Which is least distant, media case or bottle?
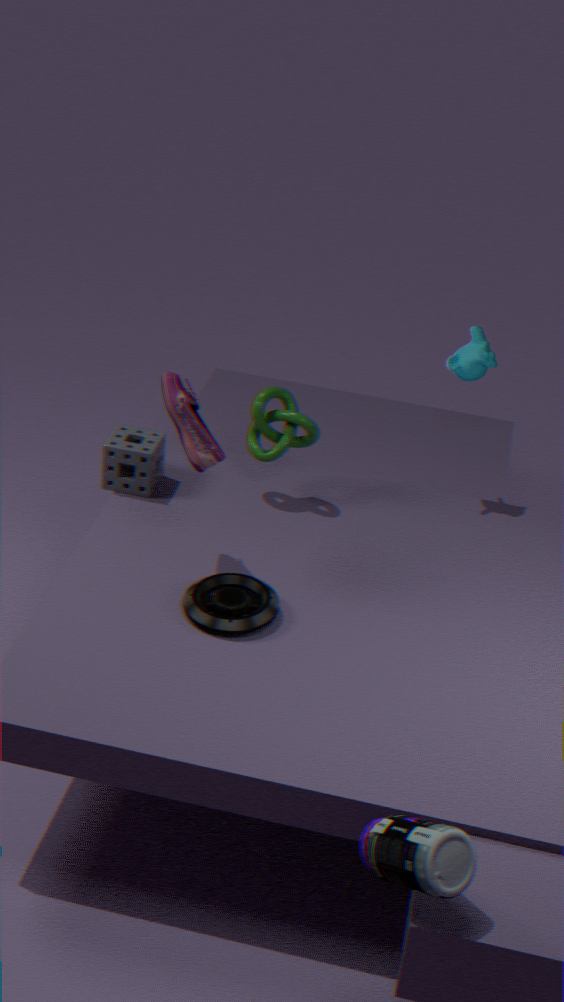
bottle
